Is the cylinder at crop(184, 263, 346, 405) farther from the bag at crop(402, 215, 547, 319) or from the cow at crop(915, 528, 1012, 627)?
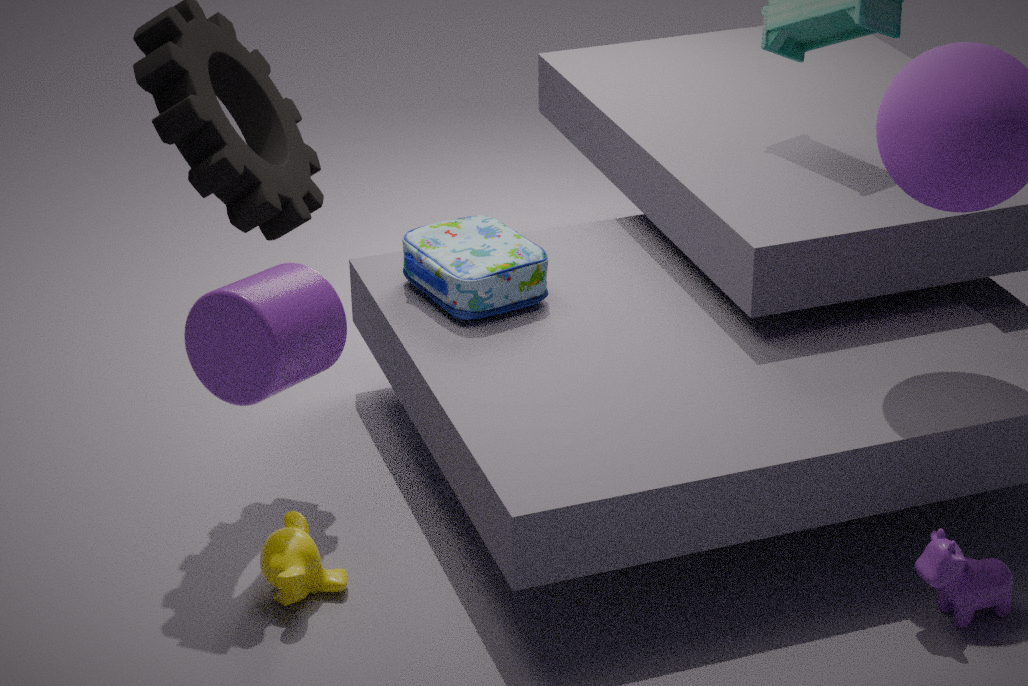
the cow at crop(915, 528, 1012, 627)
